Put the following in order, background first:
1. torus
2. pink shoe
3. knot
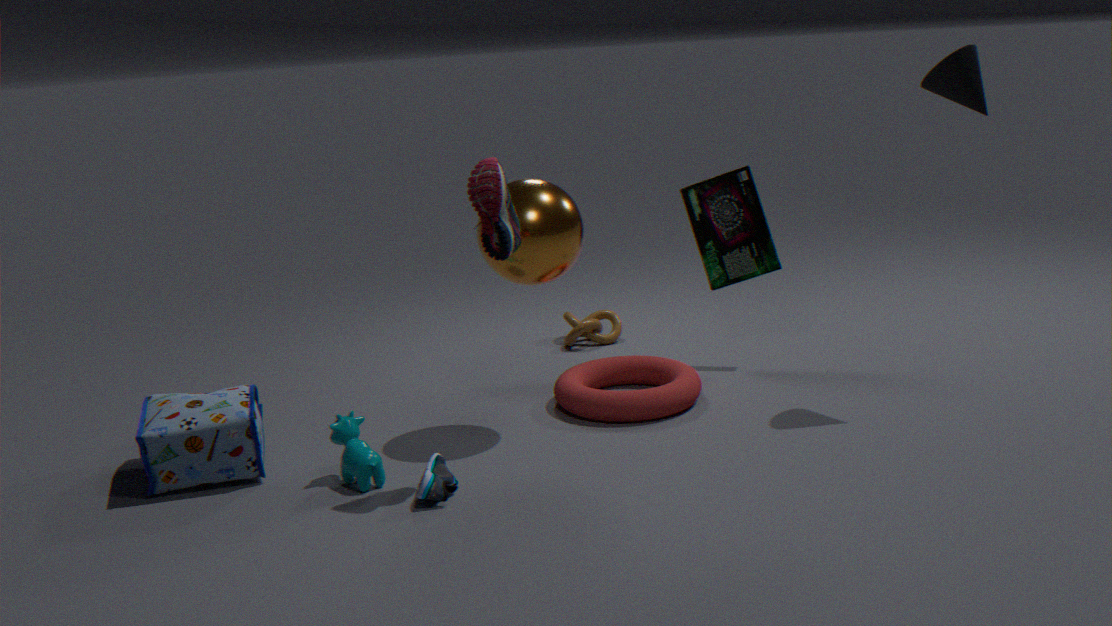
1. knot
2. torus
3. pink shoe
